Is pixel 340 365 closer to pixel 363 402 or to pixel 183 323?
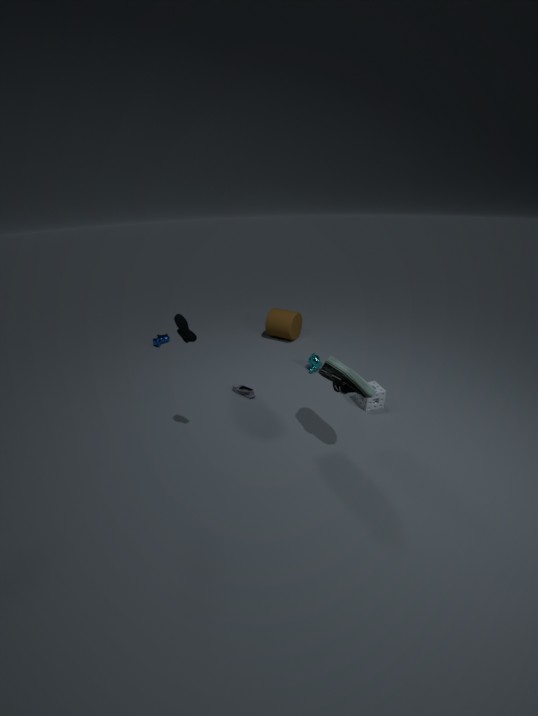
pixel 363 402
